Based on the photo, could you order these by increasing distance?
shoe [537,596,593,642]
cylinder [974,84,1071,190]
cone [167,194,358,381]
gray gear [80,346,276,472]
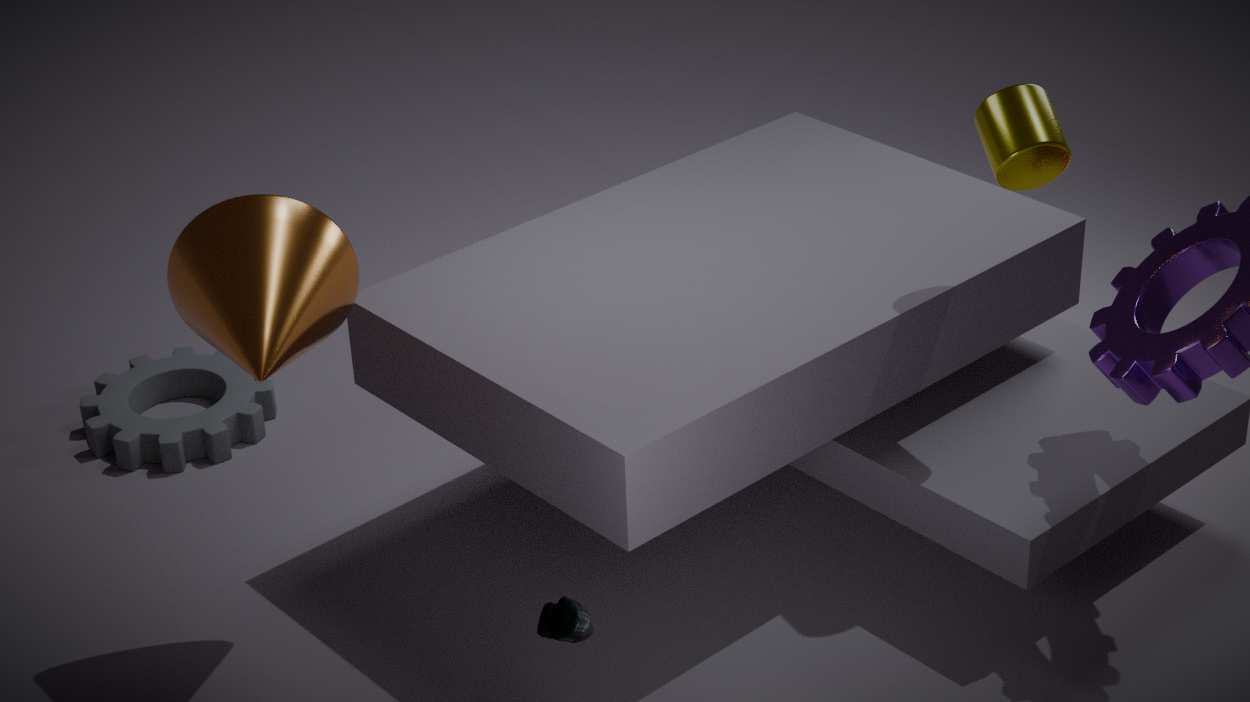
shoe [537,596,593,642], cone [167,194,358,381], cylinder [974,84,1071,190], gray gear [80,346,276,472]
